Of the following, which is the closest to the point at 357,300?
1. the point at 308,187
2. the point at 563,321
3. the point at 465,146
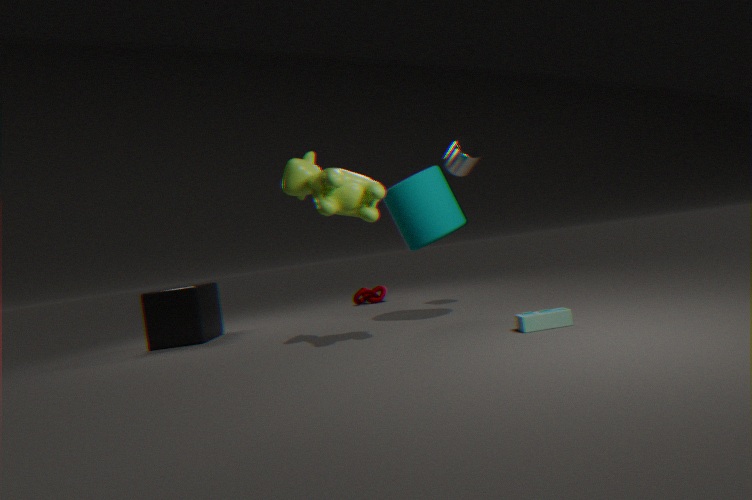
the point at 465,146
